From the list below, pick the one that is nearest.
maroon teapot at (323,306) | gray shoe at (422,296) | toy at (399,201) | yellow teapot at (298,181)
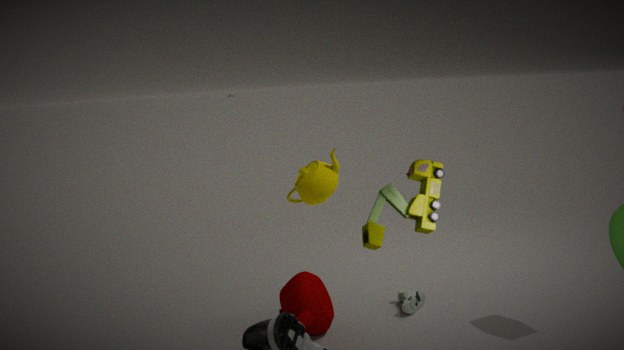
toy at (399,201)
